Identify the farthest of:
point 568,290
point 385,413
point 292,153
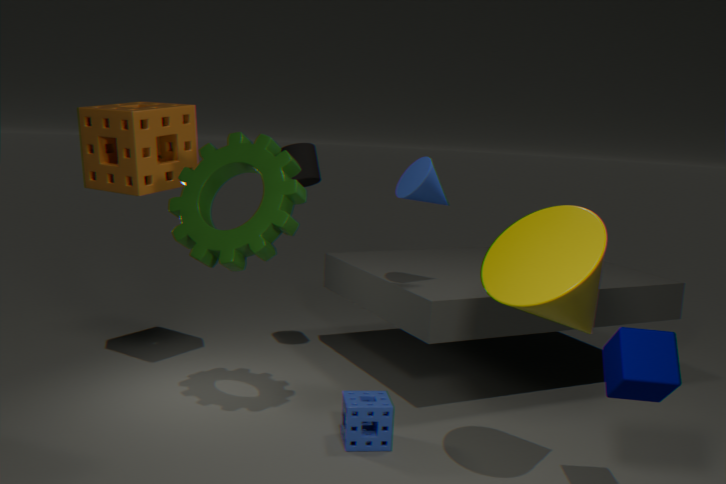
point 292,153
